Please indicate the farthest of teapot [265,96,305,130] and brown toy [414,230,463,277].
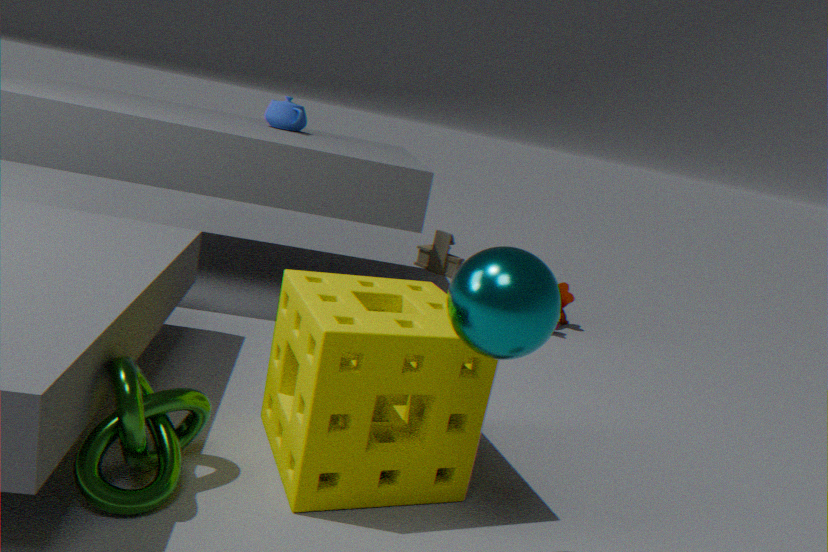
brown toy [414,230,463,277]
